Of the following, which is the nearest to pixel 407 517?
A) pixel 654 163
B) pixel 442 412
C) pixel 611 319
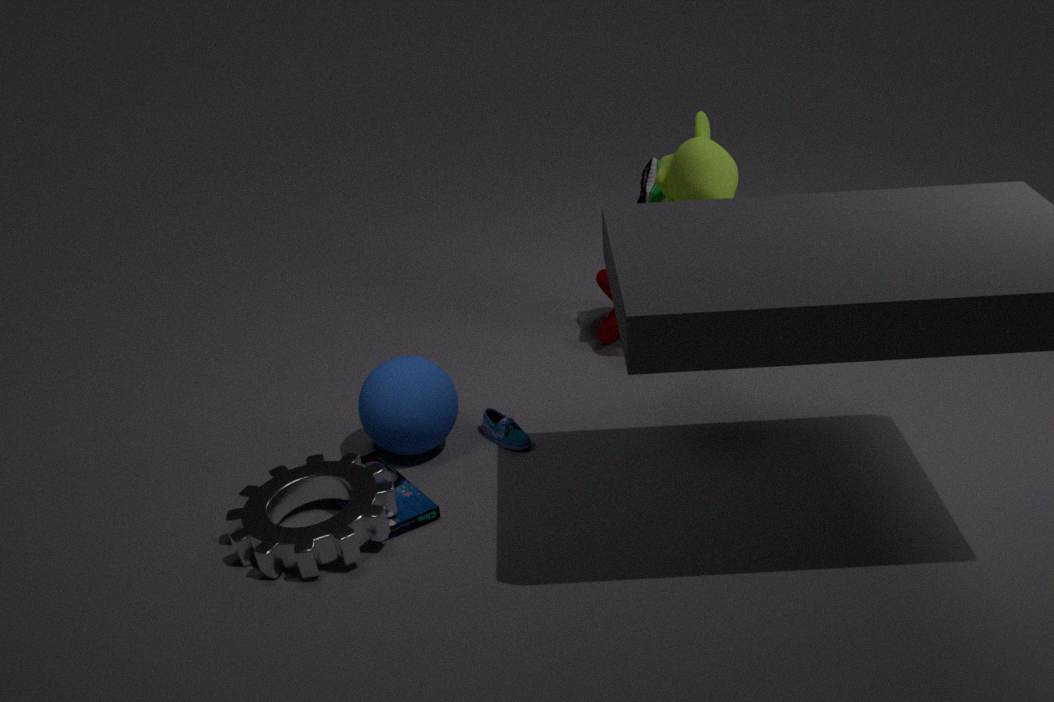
pixel 442 412
